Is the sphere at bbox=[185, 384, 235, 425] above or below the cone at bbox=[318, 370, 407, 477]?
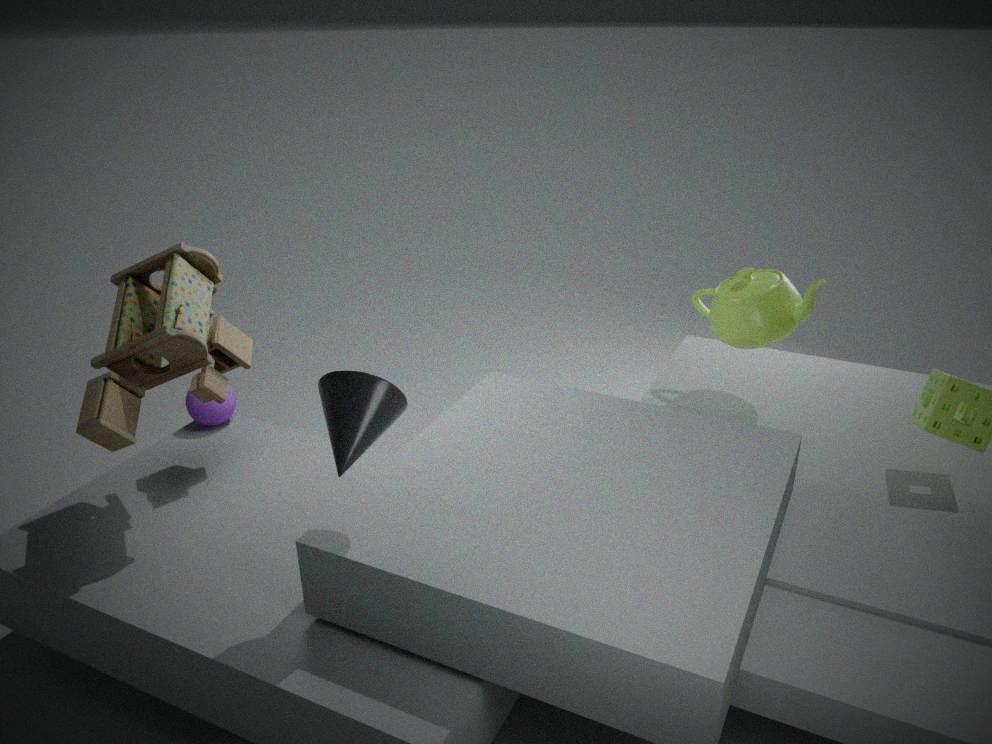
below
